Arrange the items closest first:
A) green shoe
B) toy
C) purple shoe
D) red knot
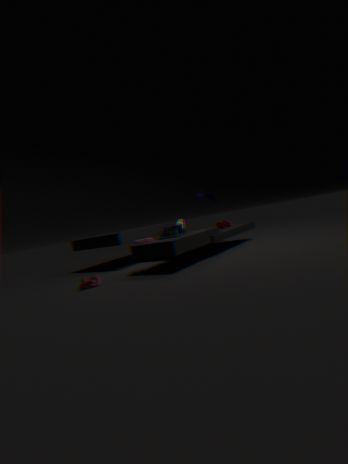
1. red knot
2. toy
3. green shoe
4. purple shoe
